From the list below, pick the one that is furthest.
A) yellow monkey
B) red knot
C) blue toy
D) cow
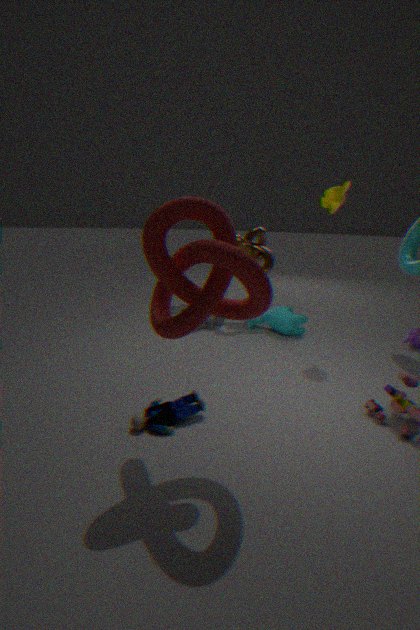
cow
